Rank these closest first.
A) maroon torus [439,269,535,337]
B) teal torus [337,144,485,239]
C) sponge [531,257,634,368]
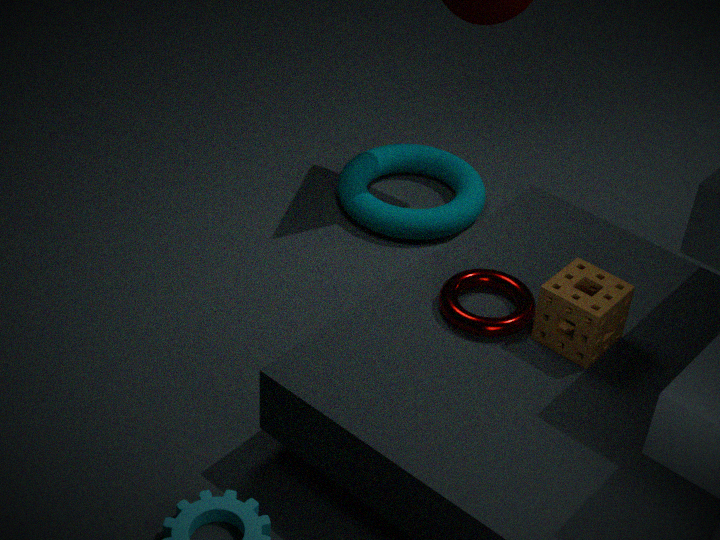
1. sponge [531,257,634,368]
2. maroon torus [439,269,535,337]
3. teal torus [337,144,485,239]
